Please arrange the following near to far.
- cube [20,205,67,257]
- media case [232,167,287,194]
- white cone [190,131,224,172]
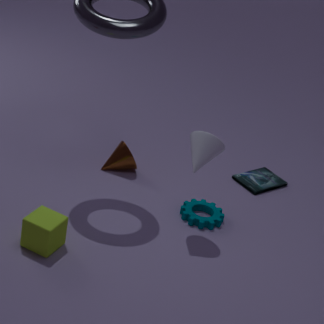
cube [20,205,67,257], white cone [190,131,224,172], media case [232,167,287,194]
